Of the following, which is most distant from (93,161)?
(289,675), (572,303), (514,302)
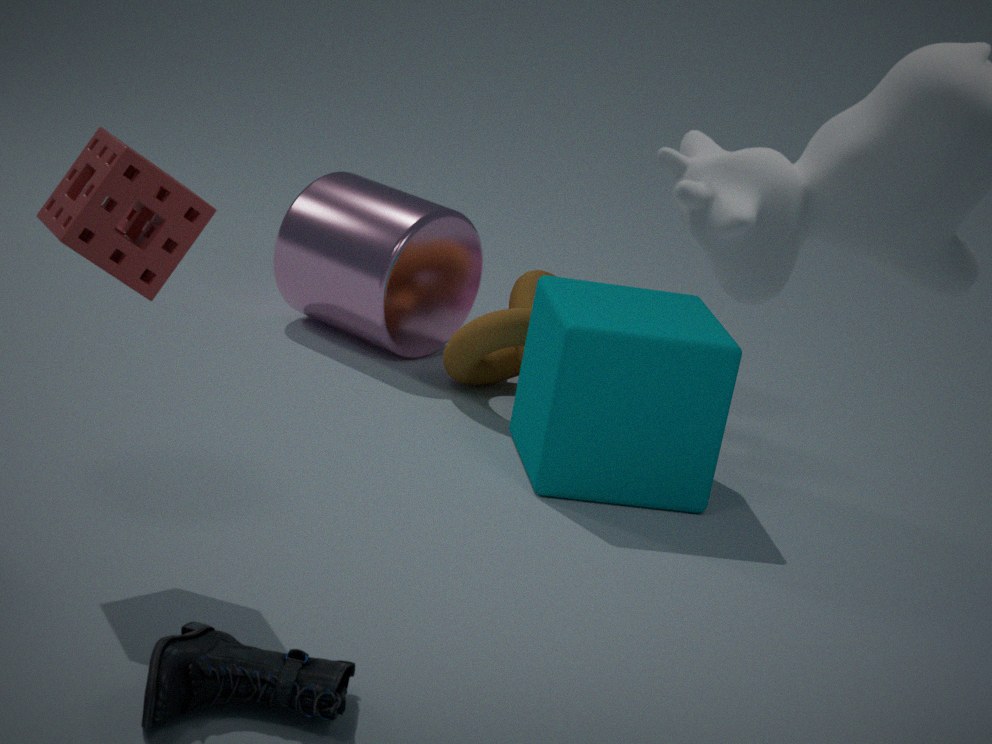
(514,302)
